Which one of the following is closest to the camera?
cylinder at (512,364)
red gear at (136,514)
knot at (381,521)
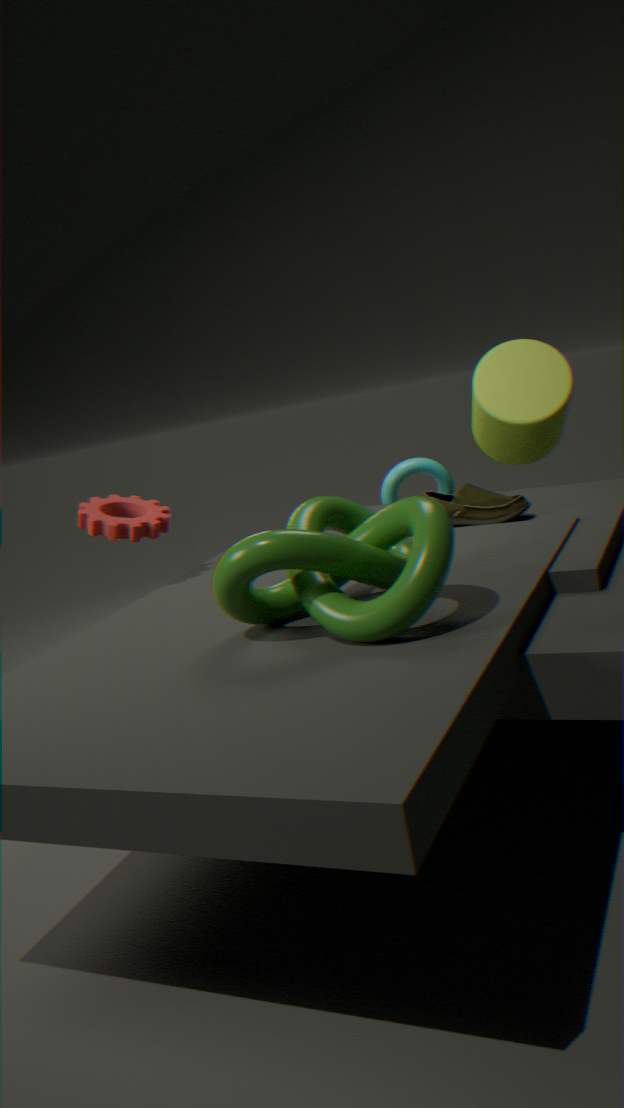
knot at (381,521)
